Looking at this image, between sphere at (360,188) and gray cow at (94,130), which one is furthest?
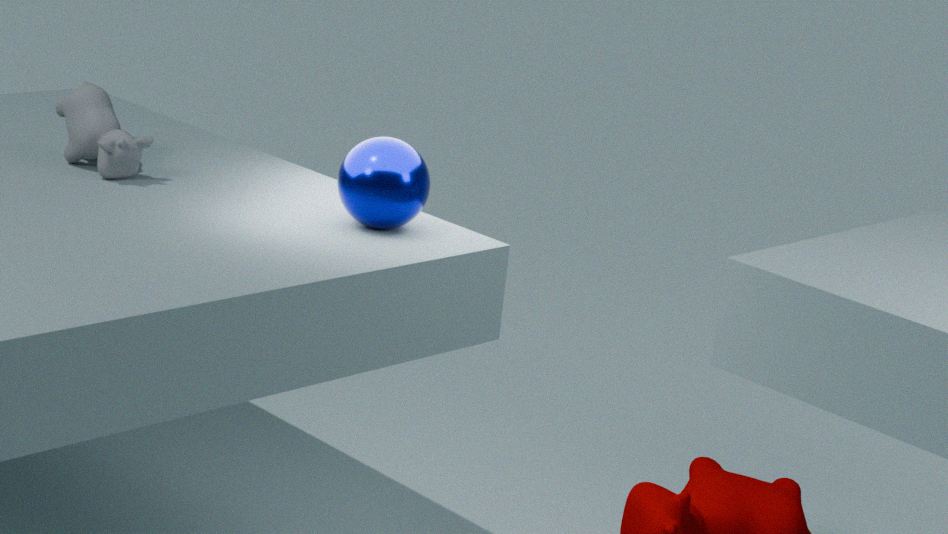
gray cow at (94,130)
